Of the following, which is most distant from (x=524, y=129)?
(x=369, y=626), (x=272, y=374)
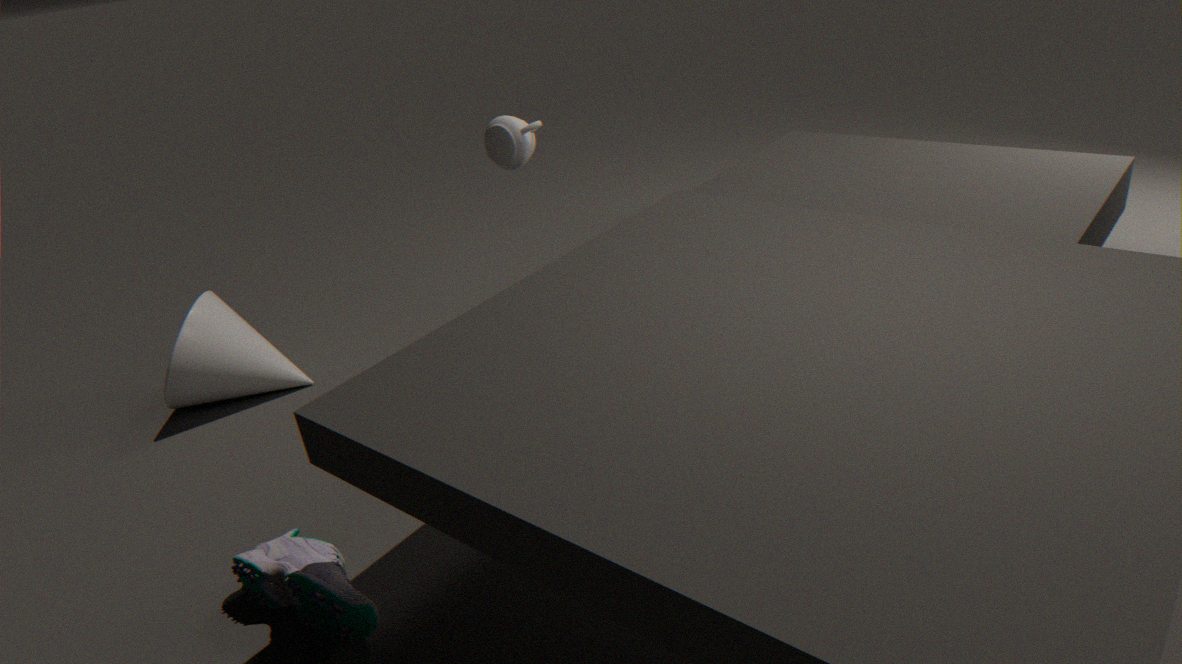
(x=369, y=626)
